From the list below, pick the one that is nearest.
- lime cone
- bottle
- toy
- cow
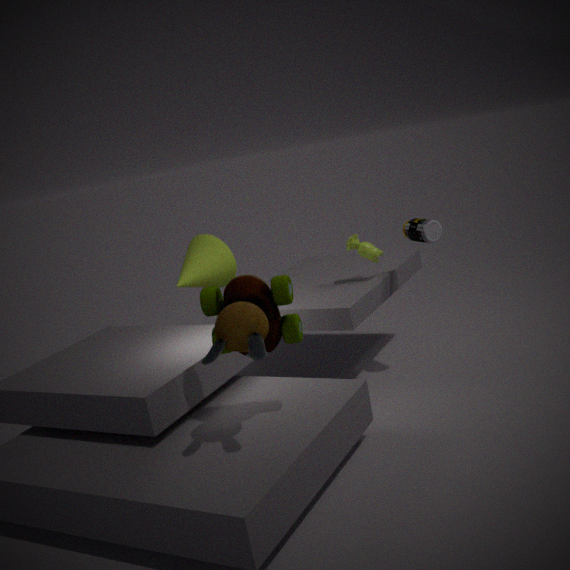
toy
